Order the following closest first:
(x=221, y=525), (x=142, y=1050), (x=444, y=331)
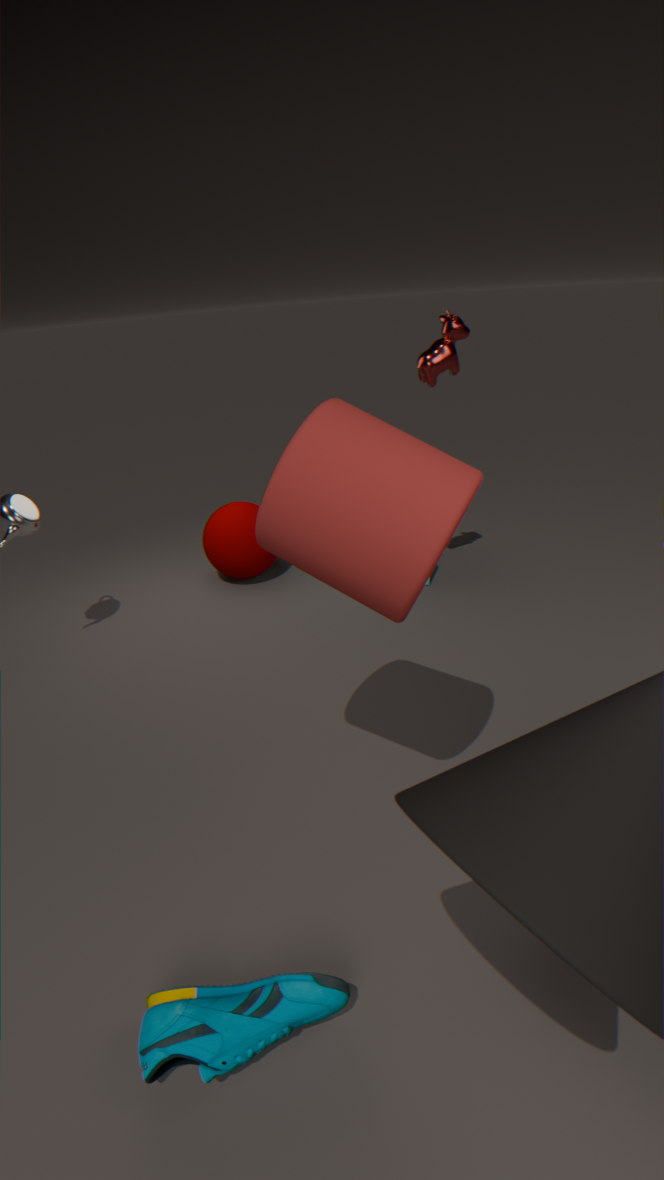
(x=142, y=1050)
(x=444, y=331)
(x=221, y=525)
